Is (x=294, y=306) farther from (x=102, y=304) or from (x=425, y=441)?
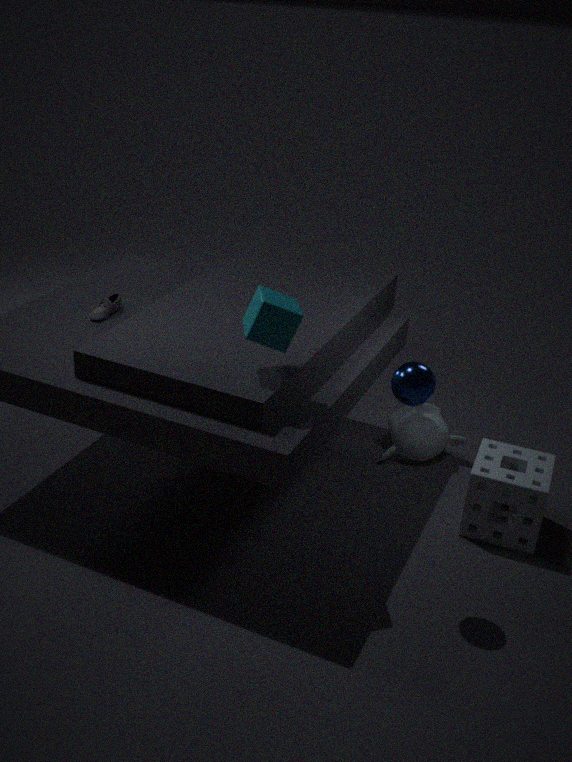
(x=425, y=441)
